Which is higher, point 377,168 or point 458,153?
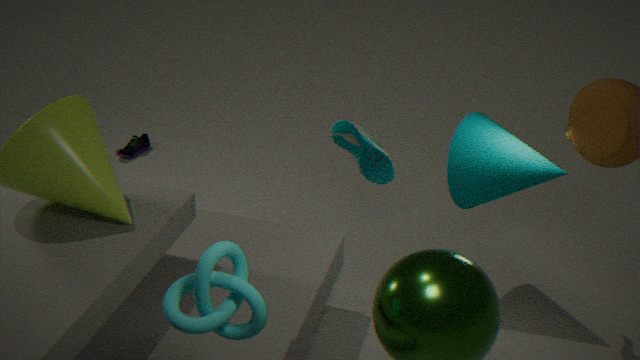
point 377,168
